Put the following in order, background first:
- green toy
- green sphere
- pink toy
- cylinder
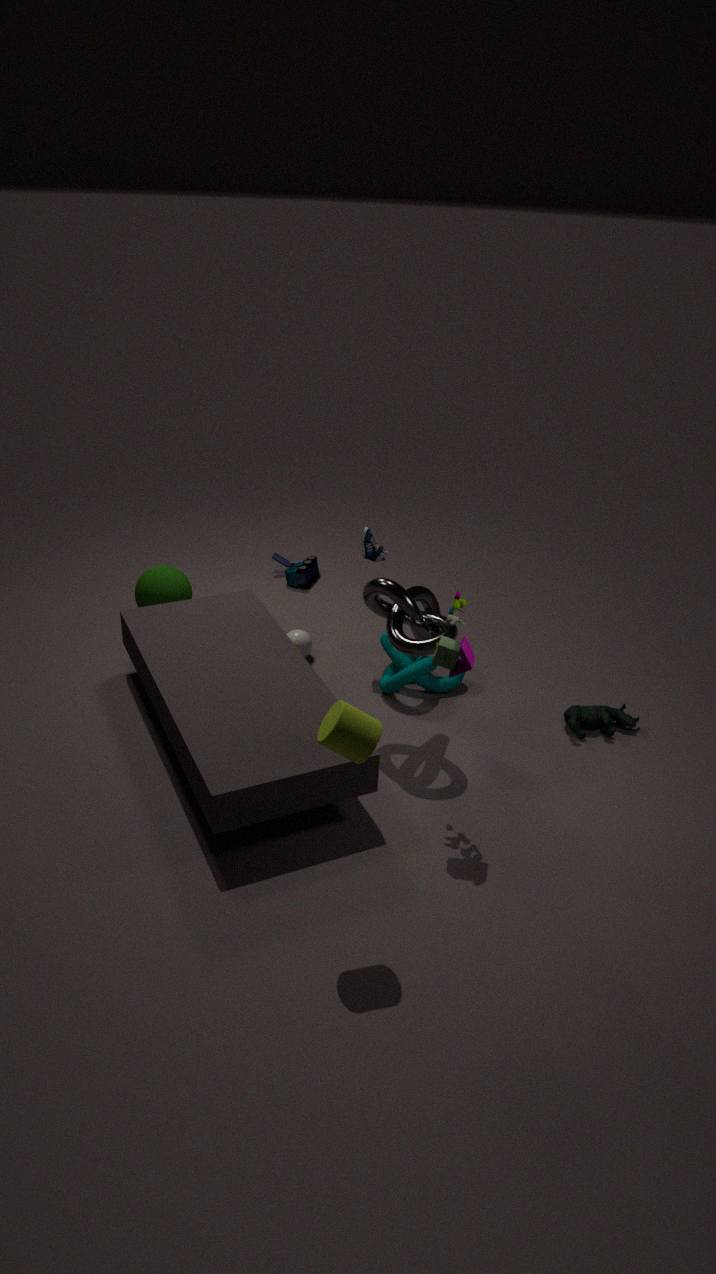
green sphere, green toy, pink toy, cylinder
